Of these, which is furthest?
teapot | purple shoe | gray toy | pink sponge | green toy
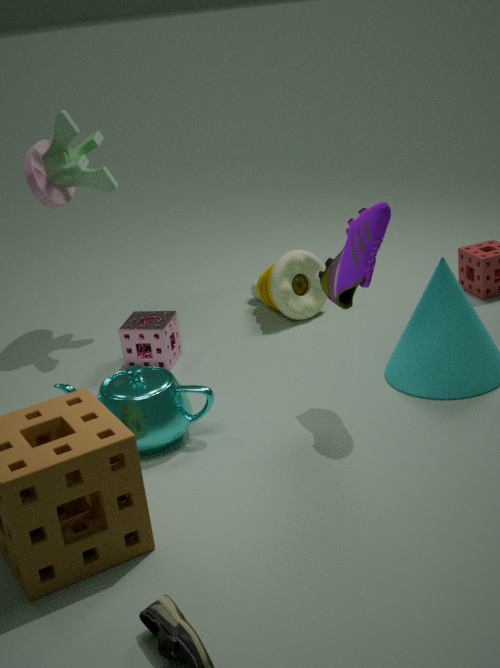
green toy
